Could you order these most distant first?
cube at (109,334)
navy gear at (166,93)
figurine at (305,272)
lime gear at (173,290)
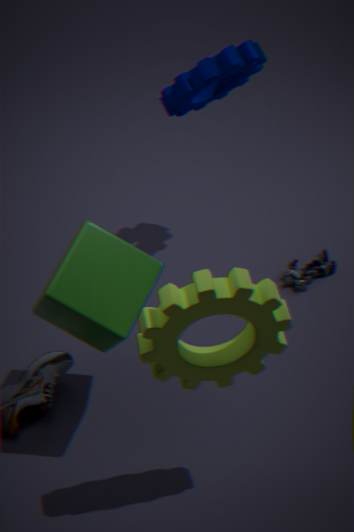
figurine at (305,272), navy gear at (166,93), cube at (109,334), lime gear at (173,290)
